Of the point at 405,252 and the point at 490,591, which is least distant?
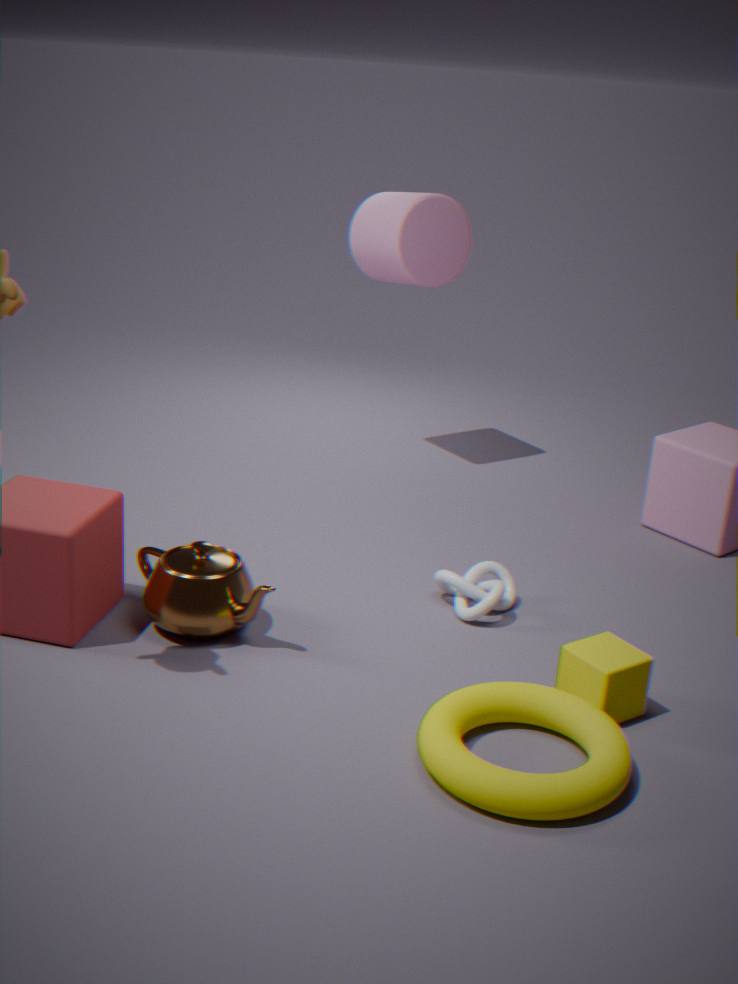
the point at 490,591
